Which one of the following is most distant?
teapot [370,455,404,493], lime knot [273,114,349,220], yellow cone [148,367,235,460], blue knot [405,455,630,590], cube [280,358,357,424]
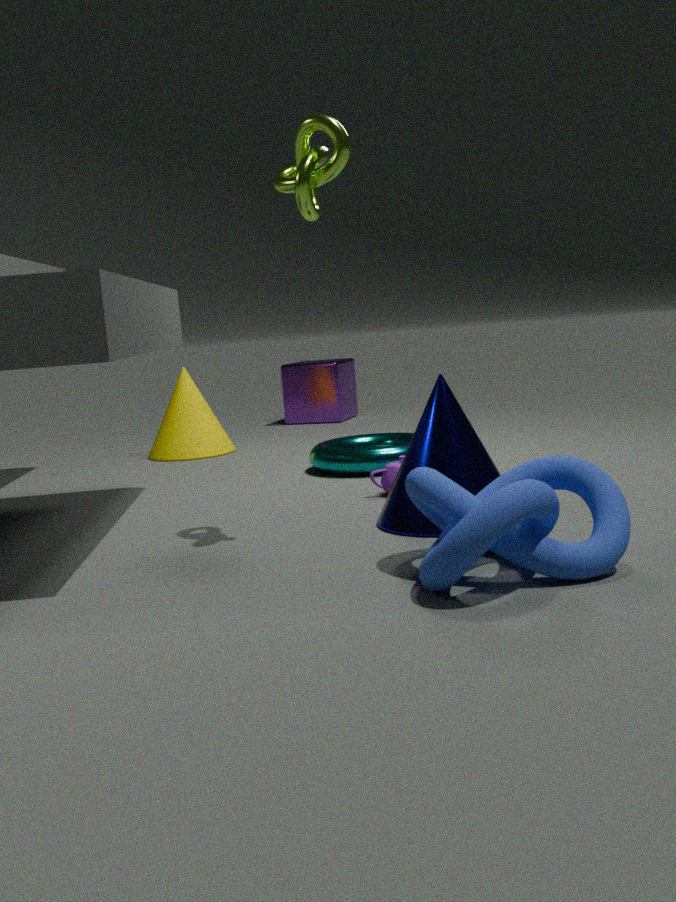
cube [280,358,357,424]
